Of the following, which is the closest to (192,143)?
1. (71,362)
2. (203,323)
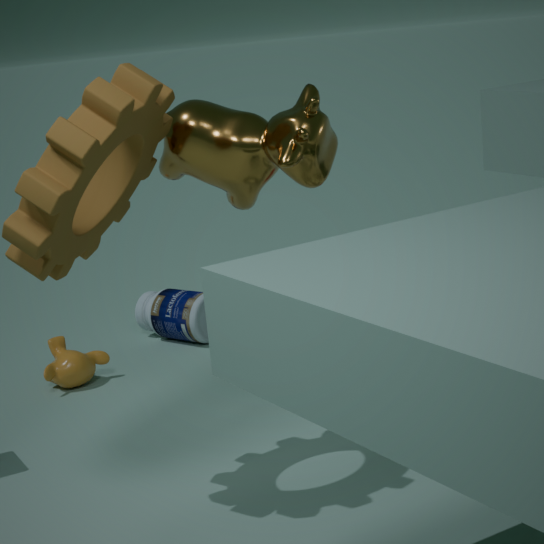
(71,362)
